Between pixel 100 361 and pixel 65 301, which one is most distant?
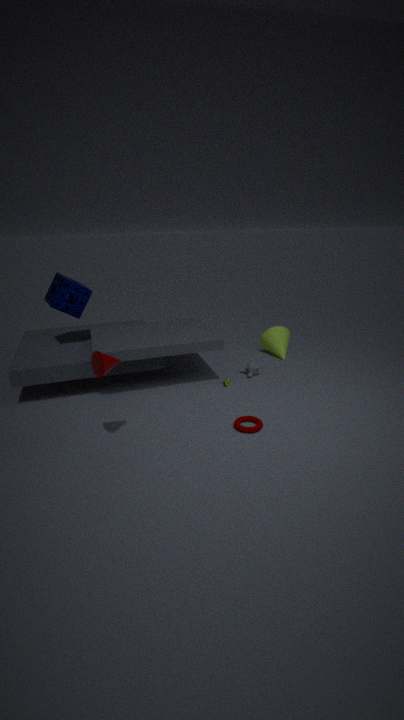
pixel 65 301
